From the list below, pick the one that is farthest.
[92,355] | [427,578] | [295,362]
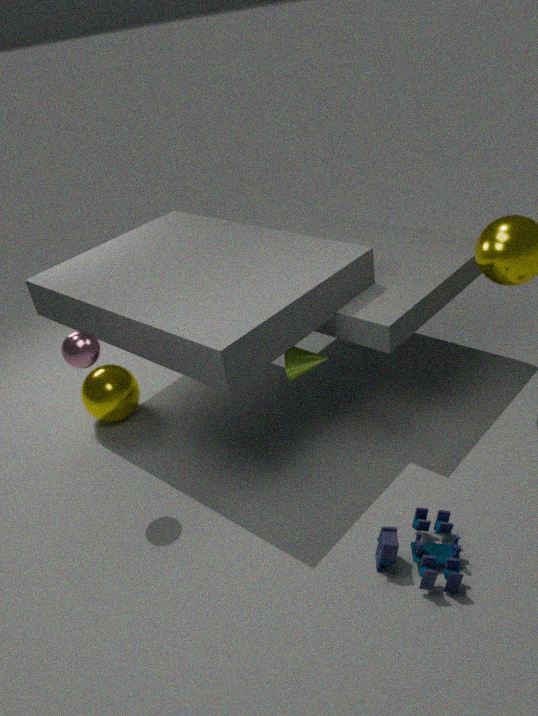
[295,362]
